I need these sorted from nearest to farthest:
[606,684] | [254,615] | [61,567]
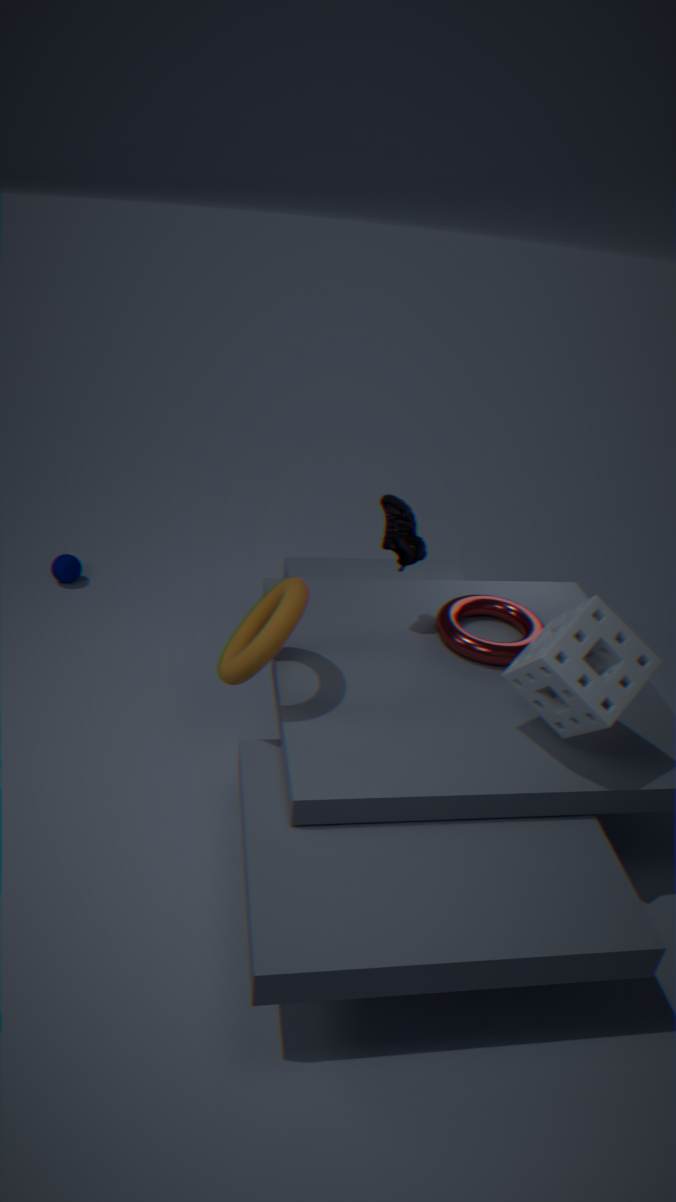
1. [606,684]
2. [254,615]
3. [61,567]
